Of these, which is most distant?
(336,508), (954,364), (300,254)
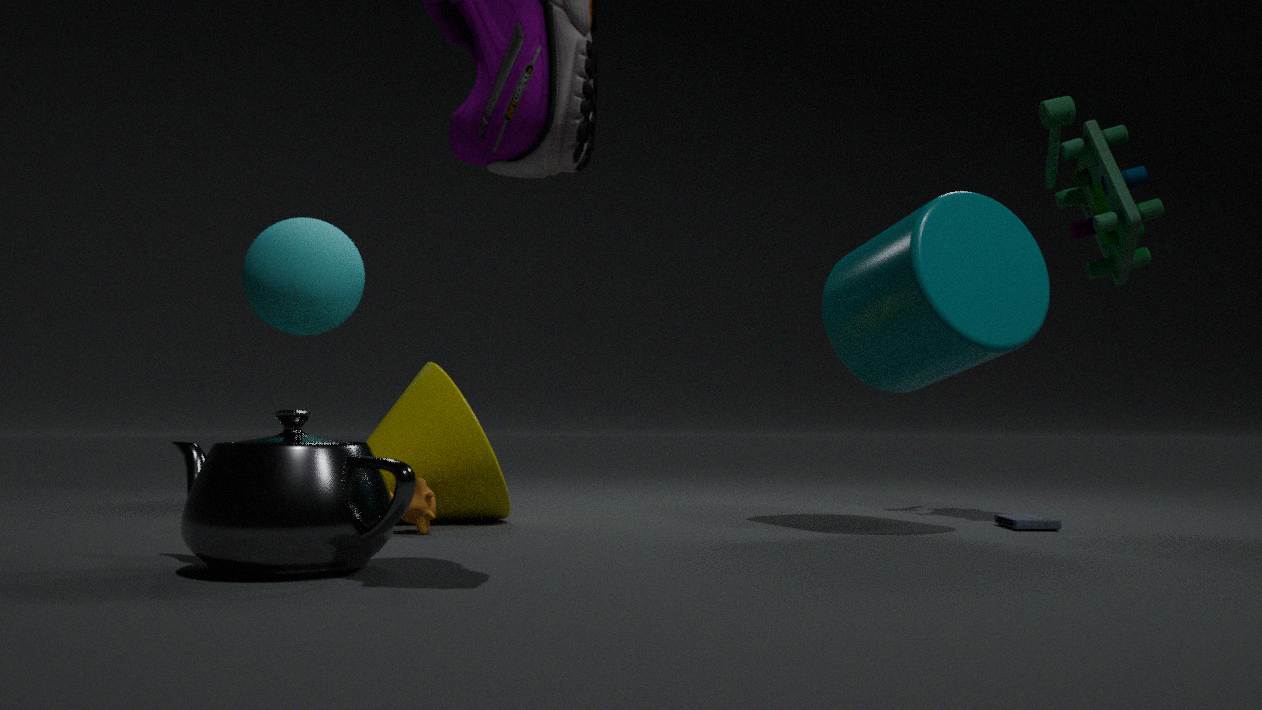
(300,254)
